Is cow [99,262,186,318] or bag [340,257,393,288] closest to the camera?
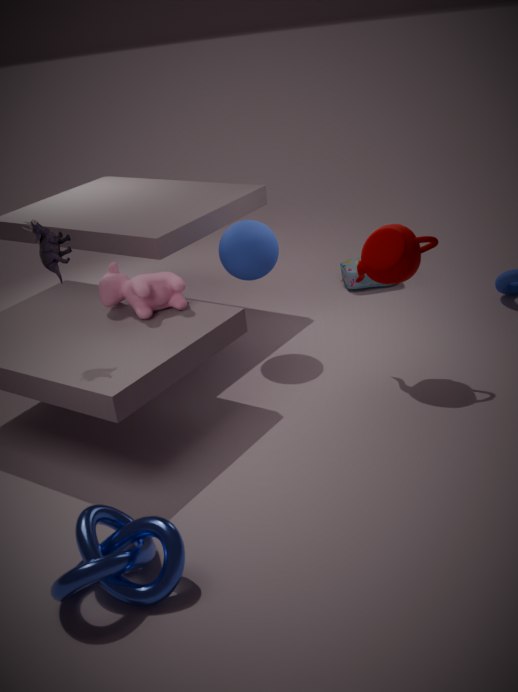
cow [99,262,186,318]
